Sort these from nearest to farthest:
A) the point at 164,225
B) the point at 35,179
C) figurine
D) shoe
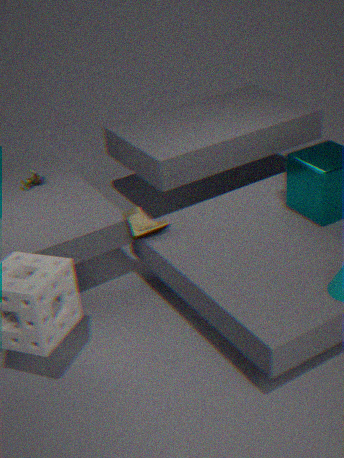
shoe, figurine, the point at 164,225, the point at 35,179
